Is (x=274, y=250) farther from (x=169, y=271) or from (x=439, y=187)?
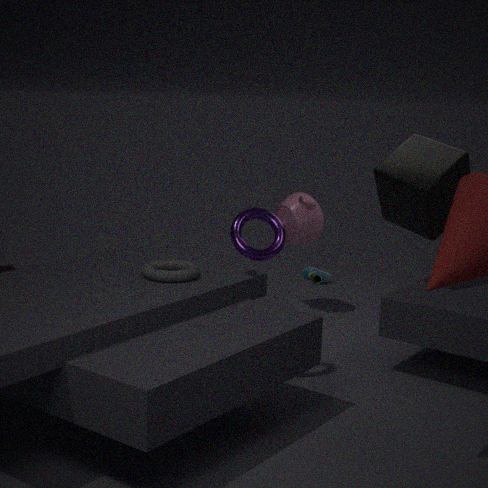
(x=439, y=187)
